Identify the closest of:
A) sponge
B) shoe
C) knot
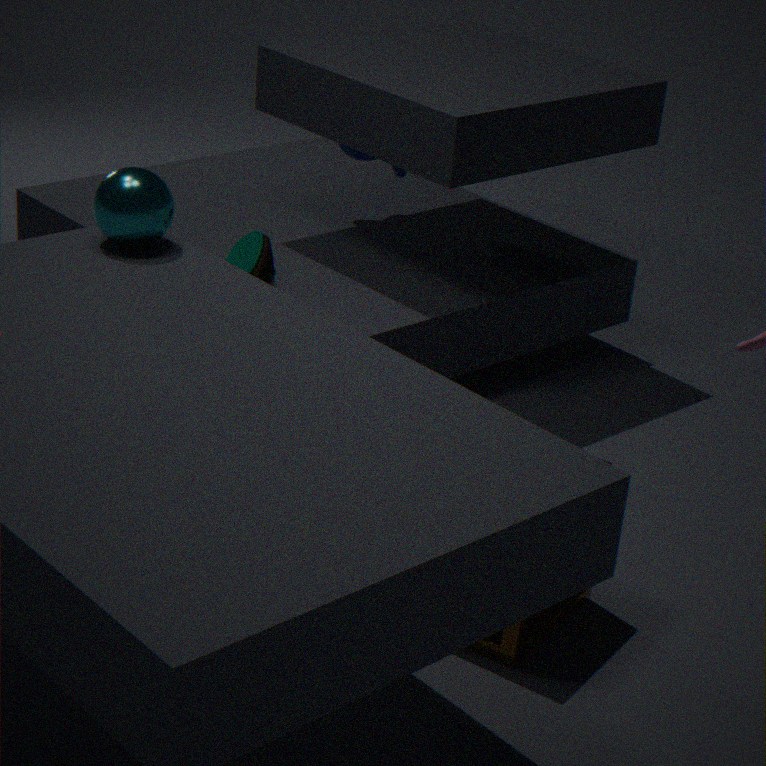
sponge
